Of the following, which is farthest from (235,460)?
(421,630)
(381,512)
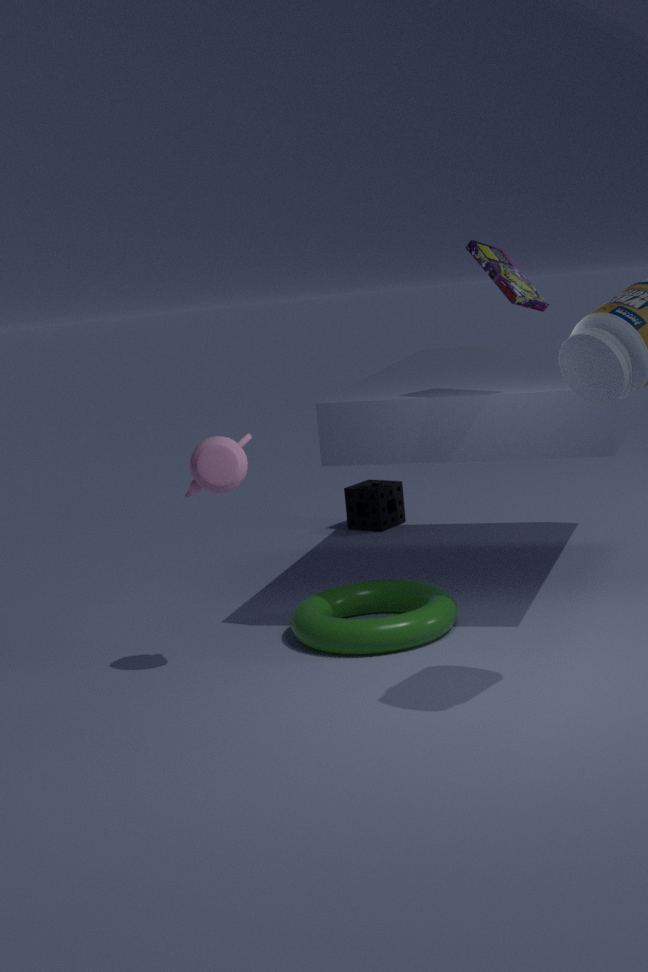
(381,512)
